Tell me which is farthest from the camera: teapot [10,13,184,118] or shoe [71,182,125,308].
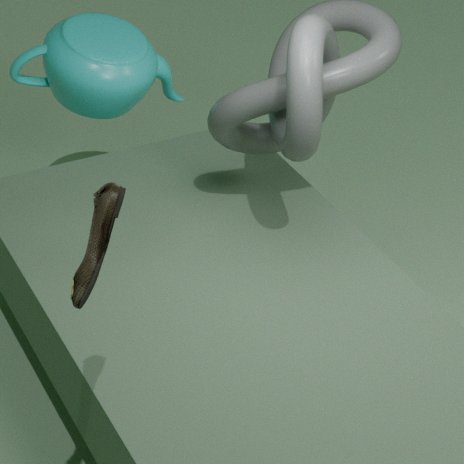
teapot [10,13,184,118]
